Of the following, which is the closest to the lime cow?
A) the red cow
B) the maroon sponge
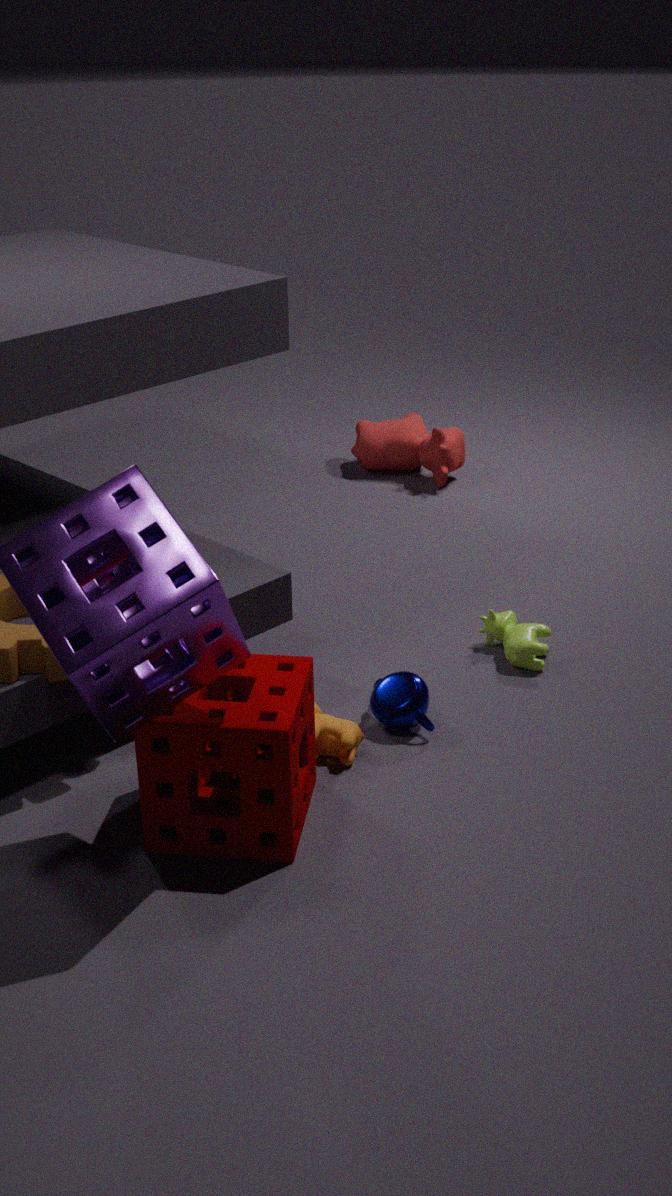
the maroon sponge
